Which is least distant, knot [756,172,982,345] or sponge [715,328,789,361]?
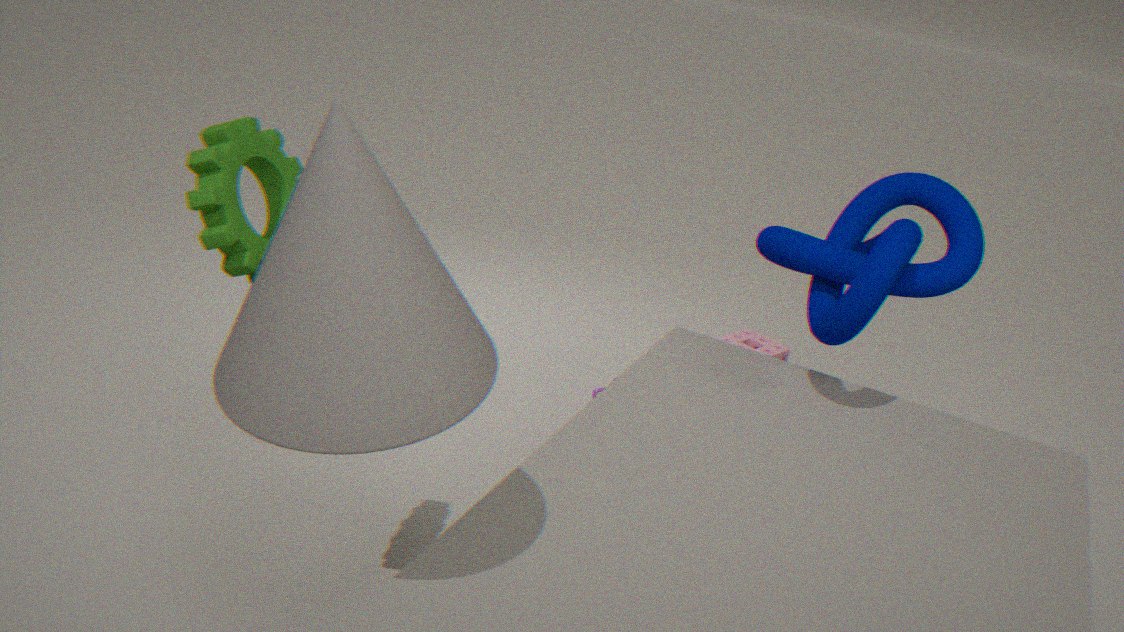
knot [756,172,982,345]
